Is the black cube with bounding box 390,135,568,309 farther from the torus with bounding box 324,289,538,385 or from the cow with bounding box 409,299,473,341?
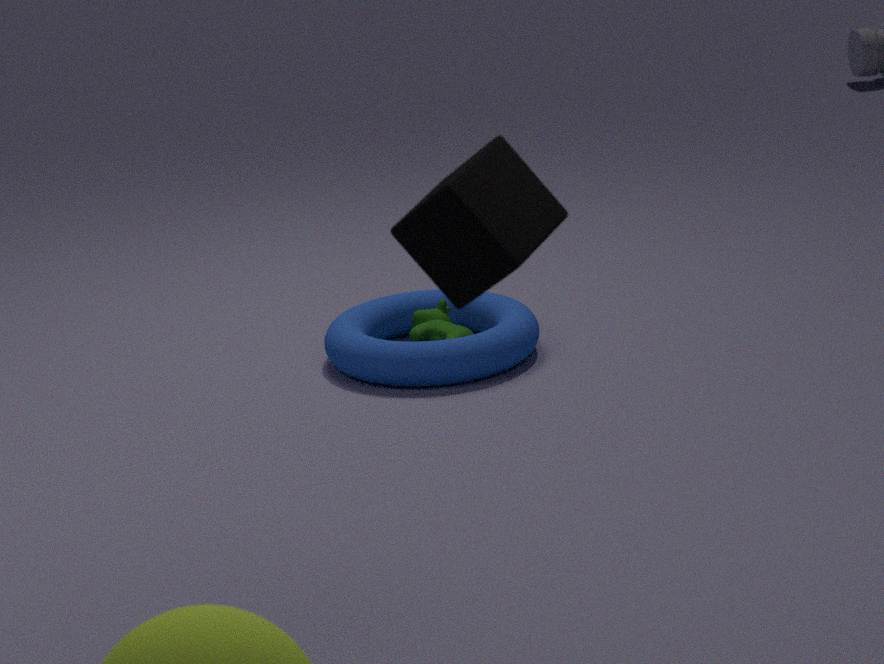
the cow with bounding box 409,299,473,341
